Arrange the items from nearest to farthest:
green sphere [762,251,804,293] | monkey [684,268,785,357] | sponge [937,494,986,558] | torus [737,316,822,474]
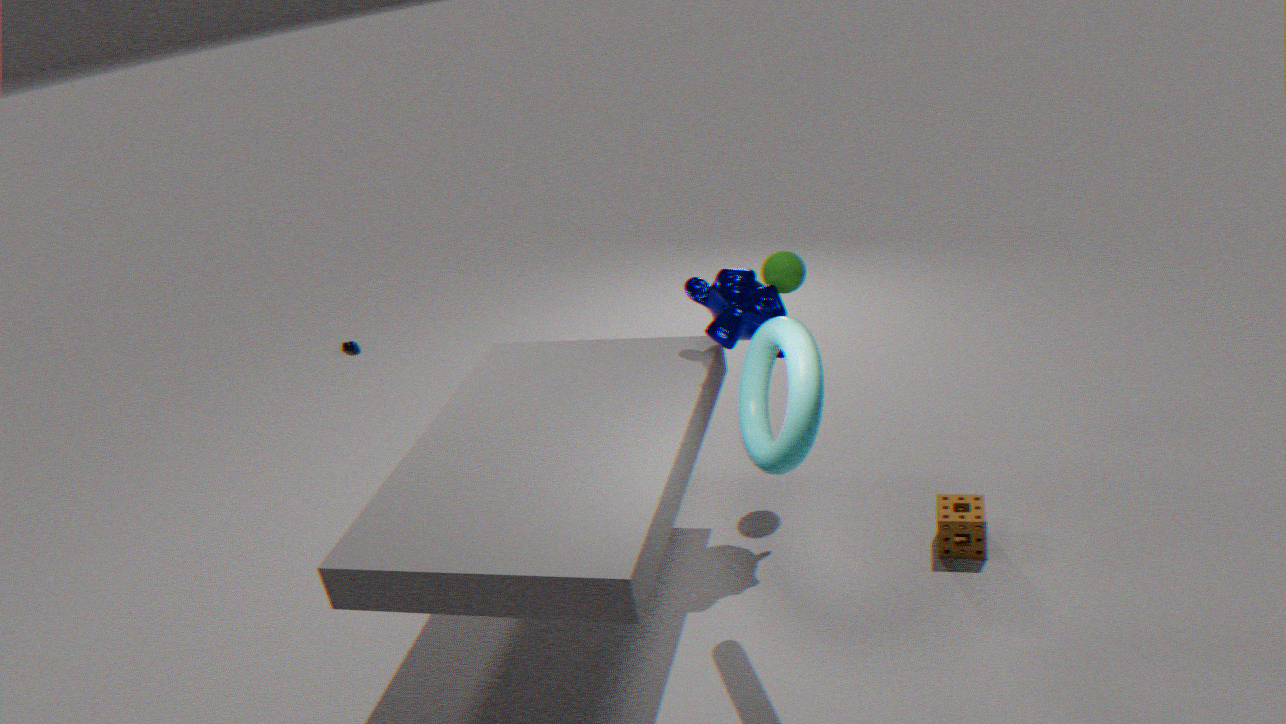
torus [737,316,822,474], monkey [684,268,785,357], sponge [937,494,986,558], green sphere [762,251,804,293]
